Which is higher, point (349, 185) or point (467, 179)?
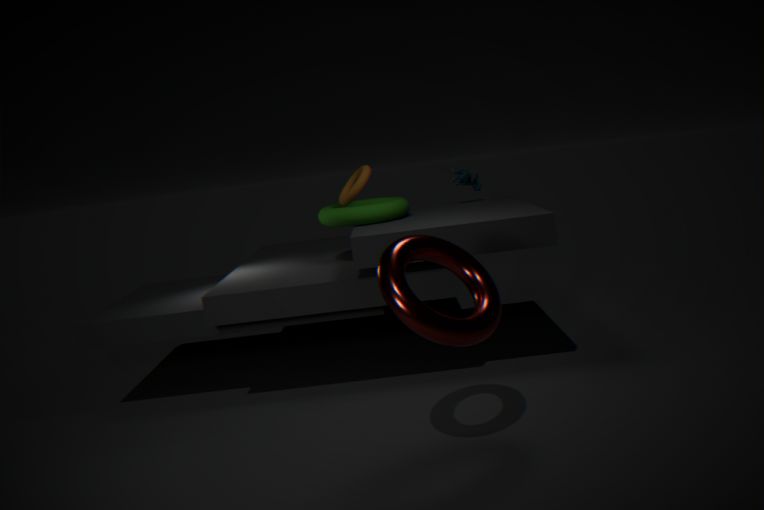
point (349, 185)
